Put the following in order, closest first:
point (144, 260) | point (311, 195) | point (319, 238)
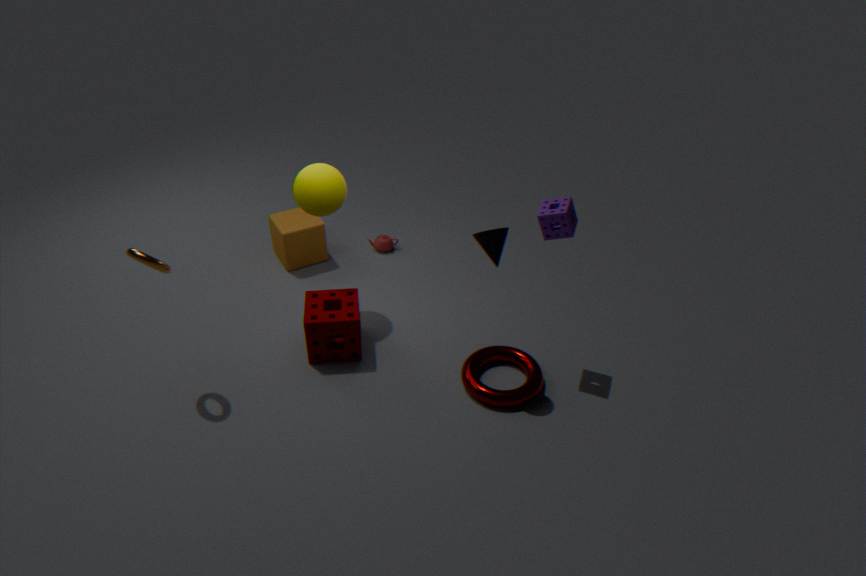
point (144, 260) < point (311, 195) < point (319, 238)
